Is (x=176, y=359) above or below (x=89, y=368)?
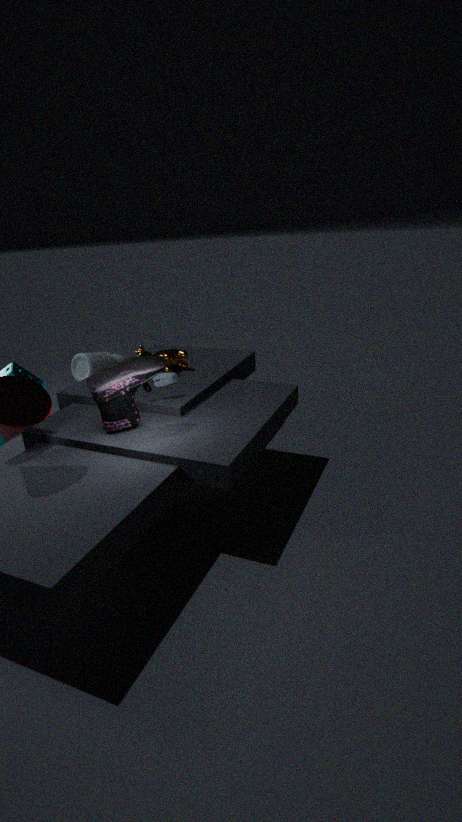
above
